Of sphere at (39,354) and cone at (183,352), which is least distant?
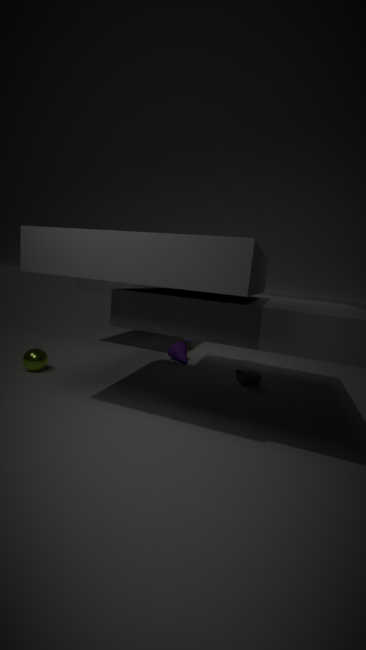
sphere at (39,354)
